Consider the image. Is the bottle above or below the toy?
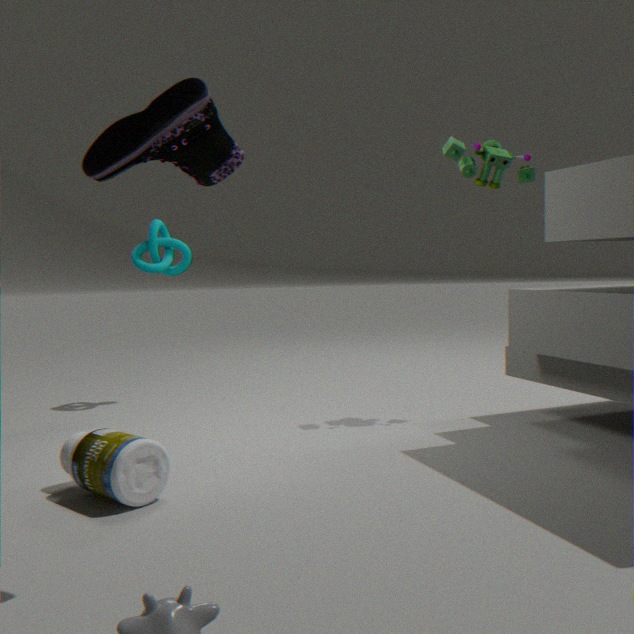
below
